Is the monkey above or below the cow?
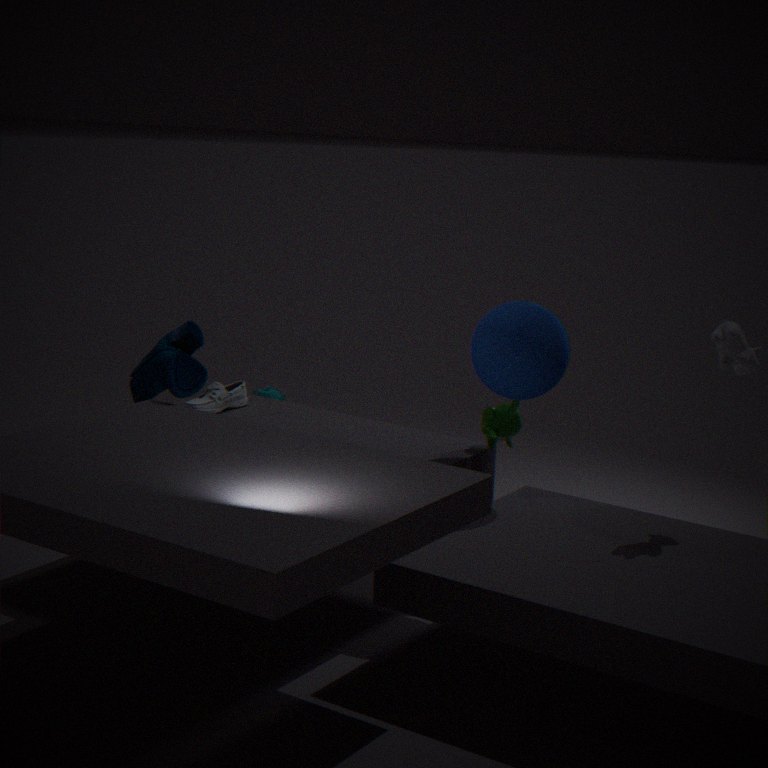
below
